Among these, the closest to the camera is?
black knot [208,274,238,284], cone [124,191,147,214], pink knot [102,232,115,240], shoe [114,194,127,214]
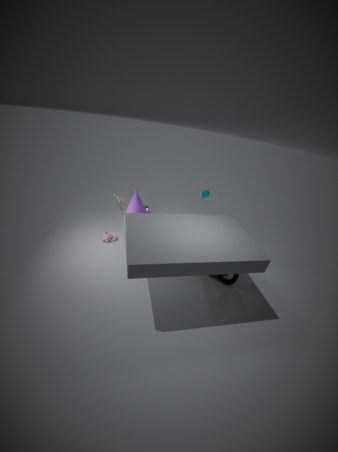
black knot [208,274,238,284]
